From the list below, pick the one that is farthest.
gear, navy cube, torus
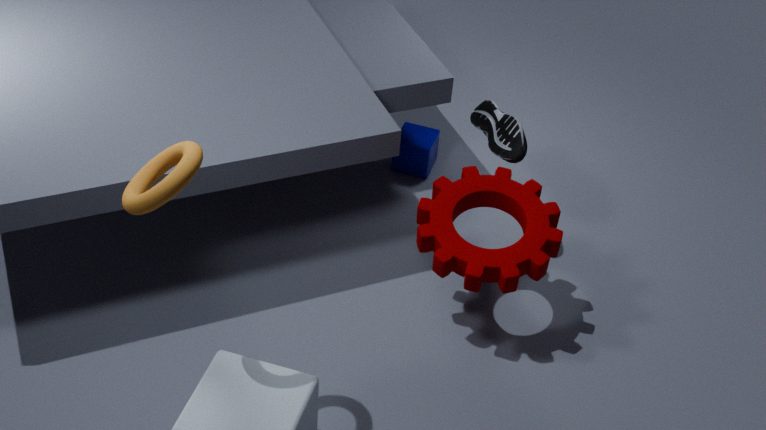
navy cube
